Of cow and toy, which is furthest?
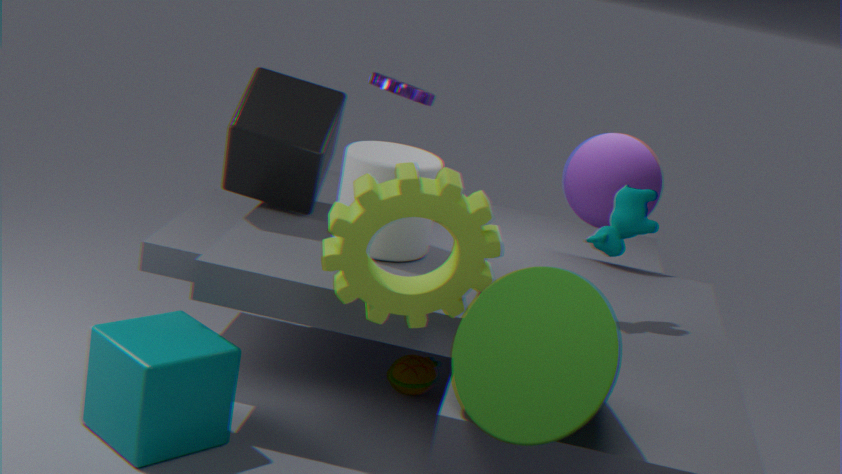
toy
